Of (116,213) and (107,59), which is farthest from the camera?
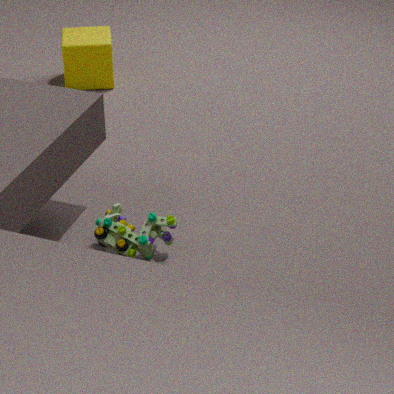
(107,59)
